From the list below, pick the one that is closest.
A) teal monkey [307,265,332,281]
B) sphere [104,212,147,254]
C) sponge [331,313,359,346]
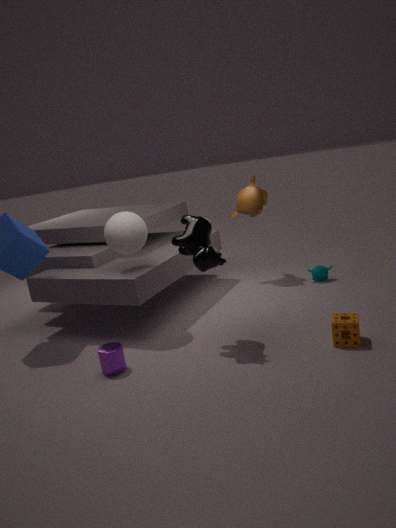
C. sponge [331,313,359,346]
